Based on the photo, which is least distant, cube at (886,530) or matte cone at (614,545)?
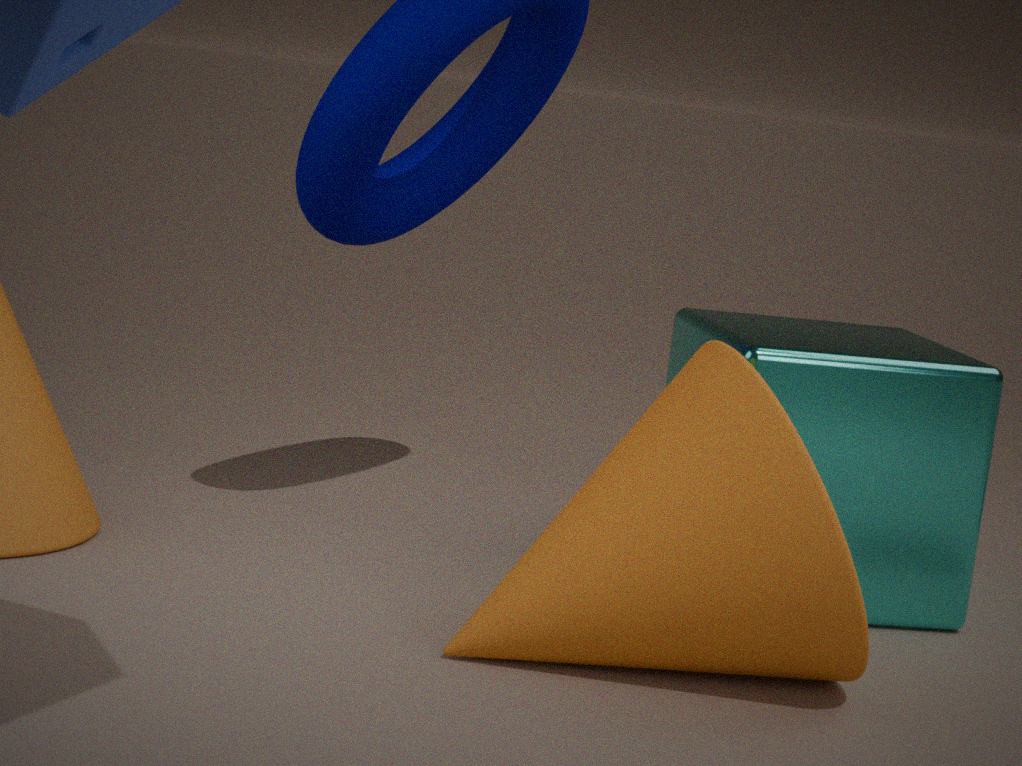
matte cone at (614,545)
